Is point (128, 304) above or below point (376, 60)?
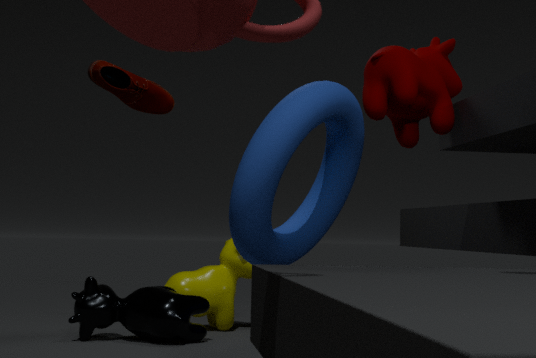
below
